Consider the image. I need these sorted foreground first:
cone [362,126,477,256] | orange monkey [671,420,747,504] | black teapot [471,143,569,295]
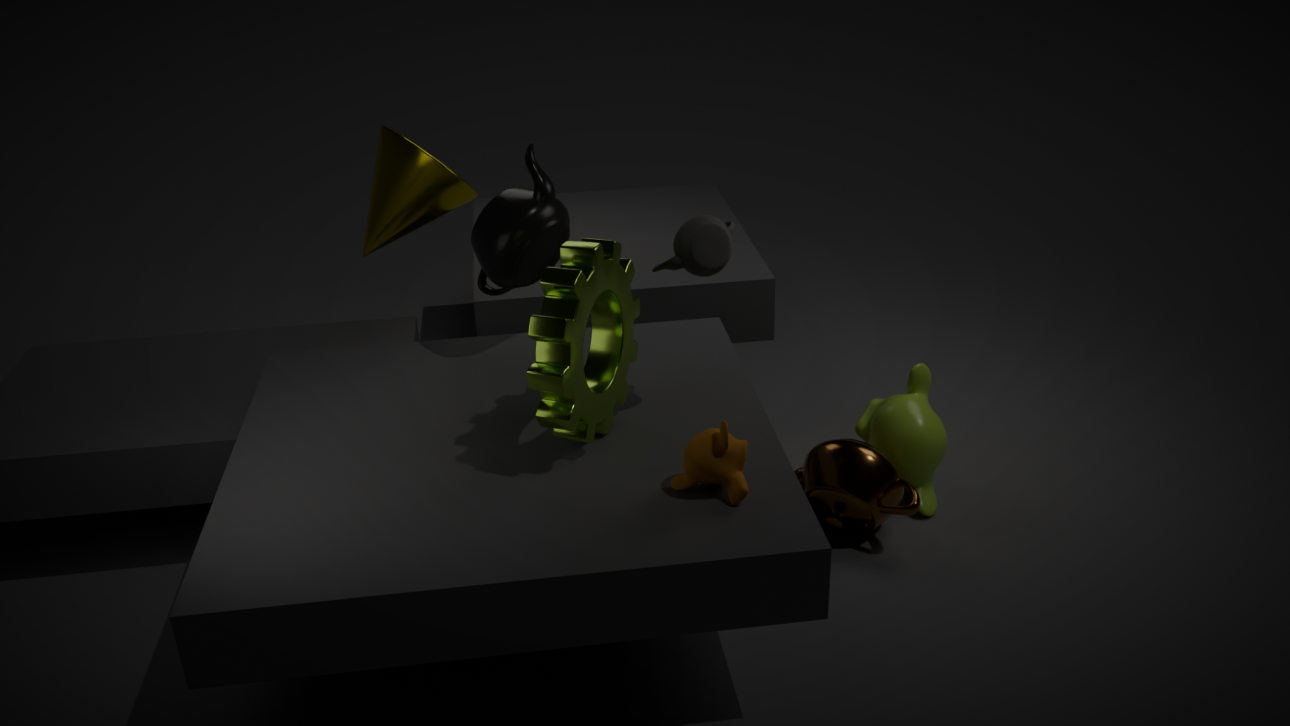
1. orange monkey [671,420,747,504]
2. black teapot [471,143,569,295]
3. cone [362,126,477,256]
